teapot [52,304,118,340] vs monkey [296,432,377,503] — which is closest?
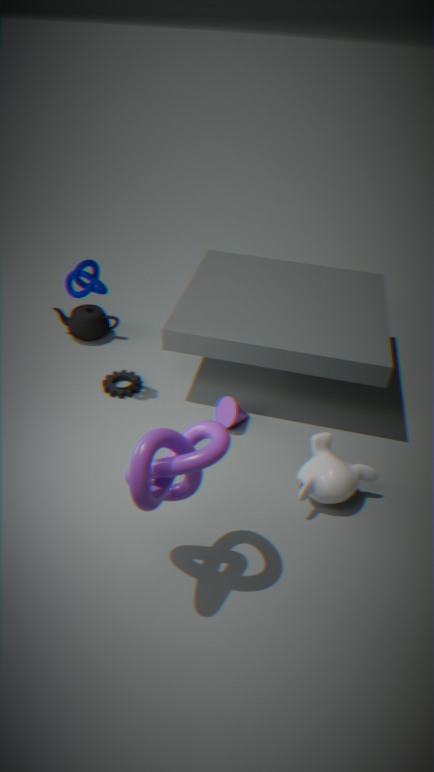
monkey [296,432,377,503]
